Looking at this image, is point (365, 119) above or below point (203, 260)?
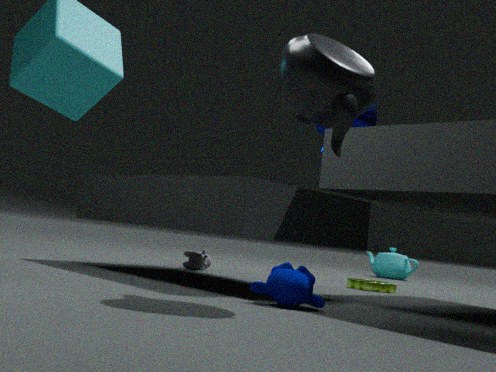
above
